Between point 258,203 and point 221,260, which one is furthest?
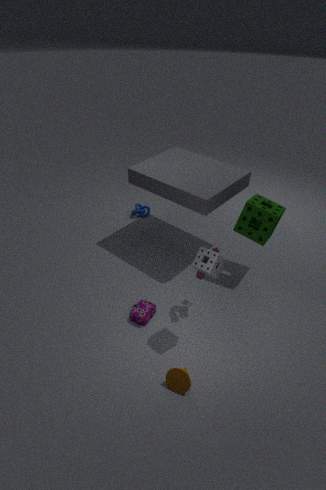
point 258,203
